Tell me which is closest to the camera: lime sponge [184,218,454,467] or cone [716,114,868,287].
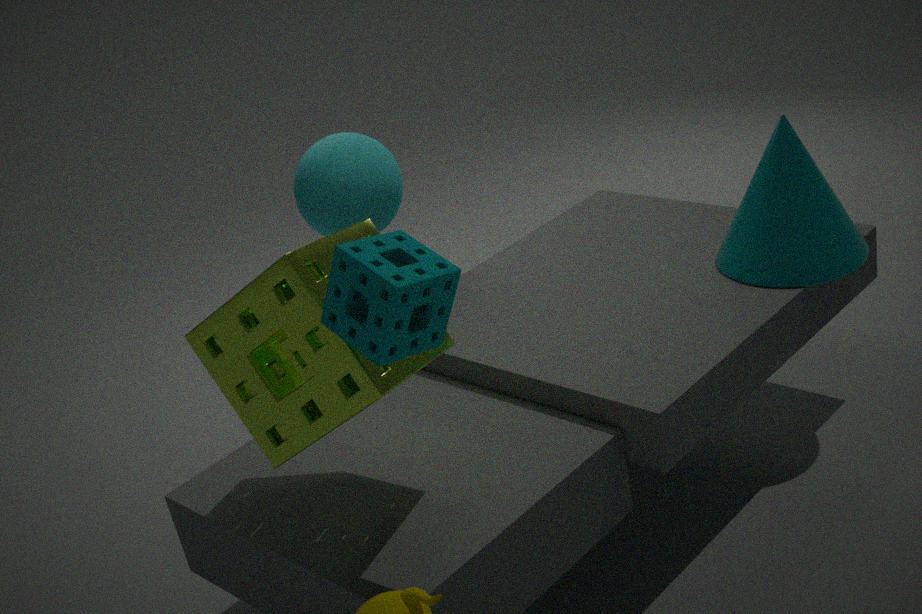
lime sponge [184,218,454,467]
